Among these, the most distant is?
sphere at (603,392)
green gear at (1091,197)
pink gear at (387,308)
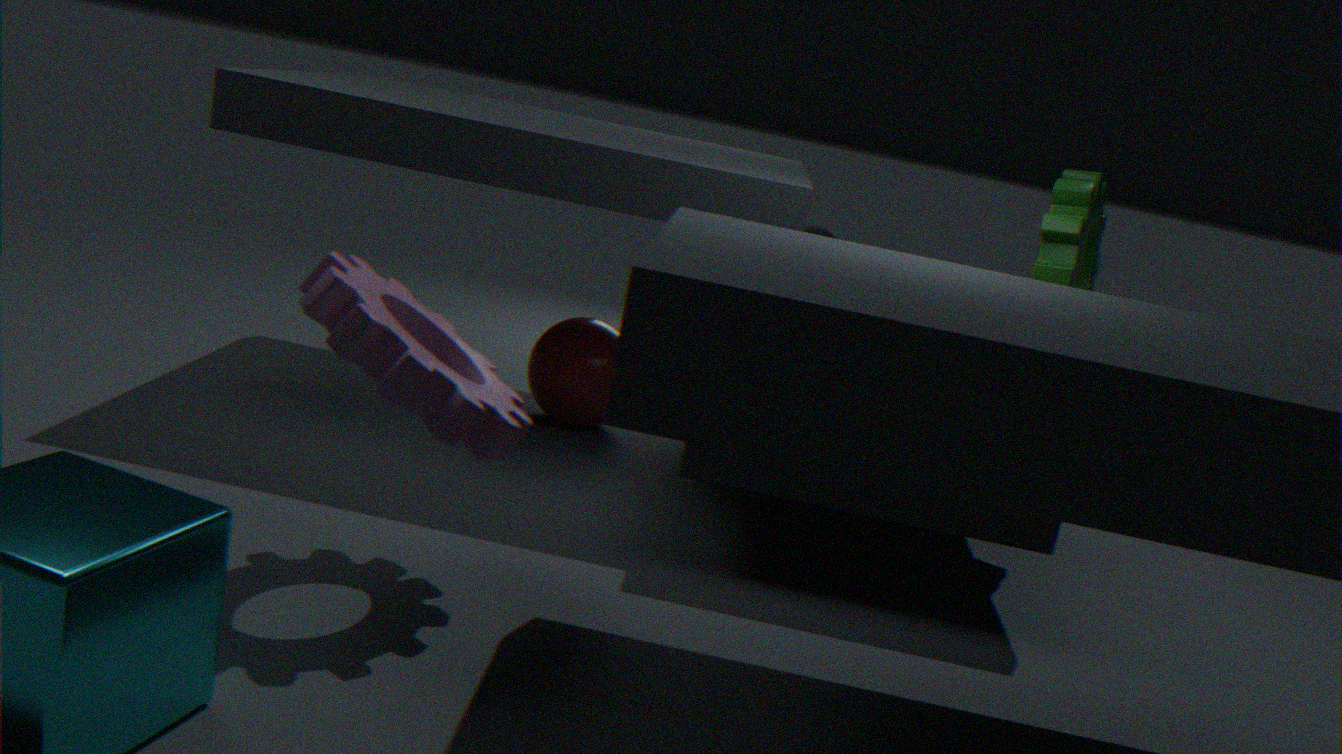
sphere at (603,392)
